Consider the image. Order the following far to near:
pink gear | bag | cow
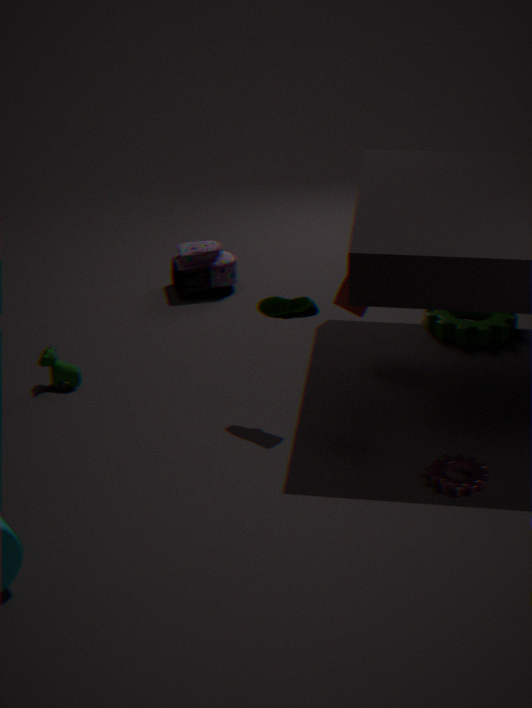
bag
cow
pink gear
